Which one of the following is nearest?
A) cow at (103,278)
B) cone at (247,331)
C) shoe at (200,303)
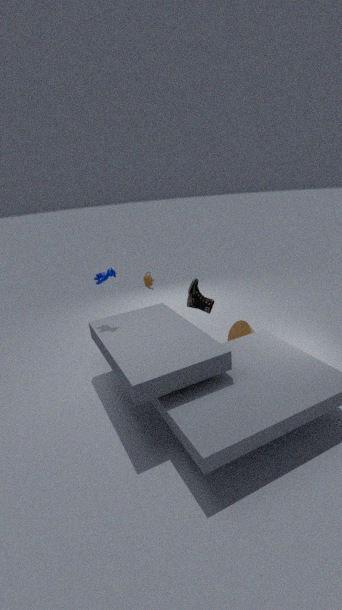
cow at (103,278)
